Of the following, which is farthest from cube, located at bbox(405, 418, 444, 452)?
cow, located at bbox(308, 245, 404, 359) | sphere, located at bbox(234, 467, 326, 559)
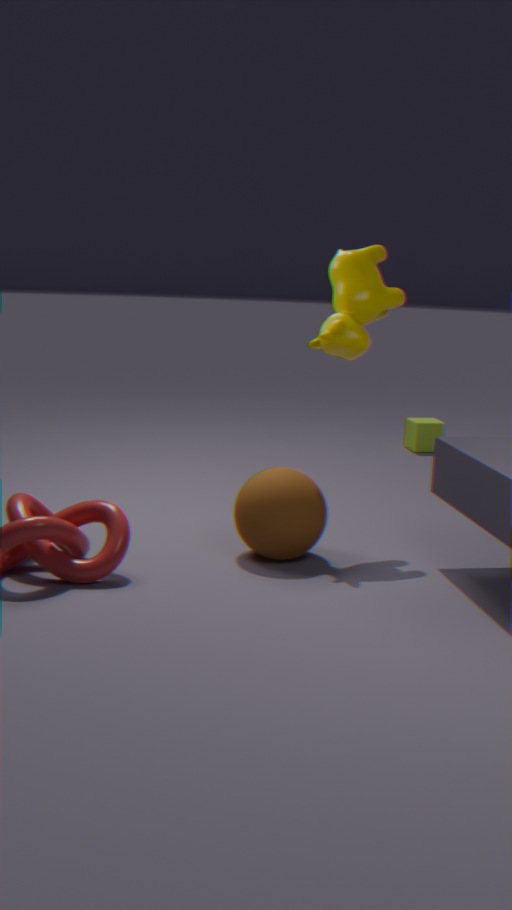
sphere, located at bbox(234, 467, 326, 559)
